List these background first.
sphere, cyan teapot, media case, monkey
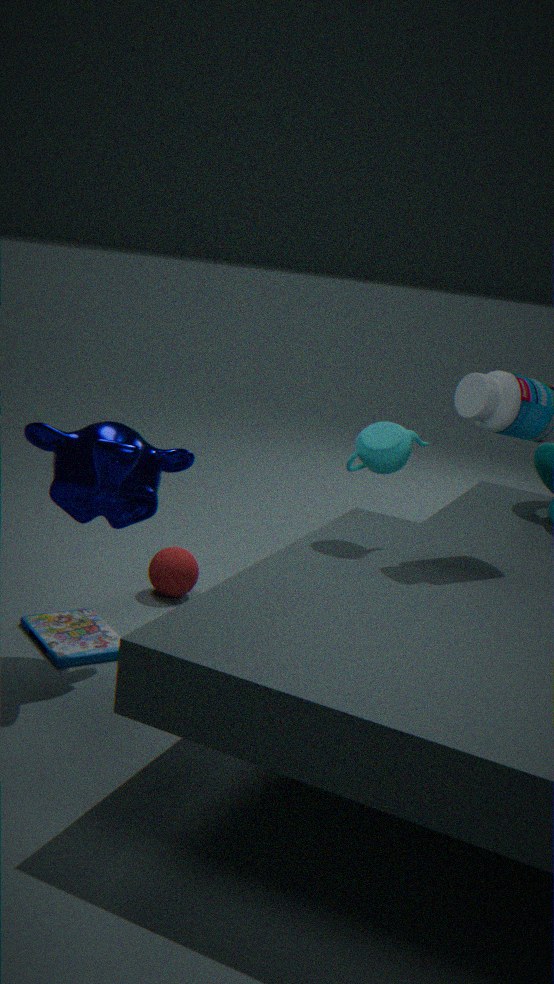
sphere → media case → cyan teapot → monkey
